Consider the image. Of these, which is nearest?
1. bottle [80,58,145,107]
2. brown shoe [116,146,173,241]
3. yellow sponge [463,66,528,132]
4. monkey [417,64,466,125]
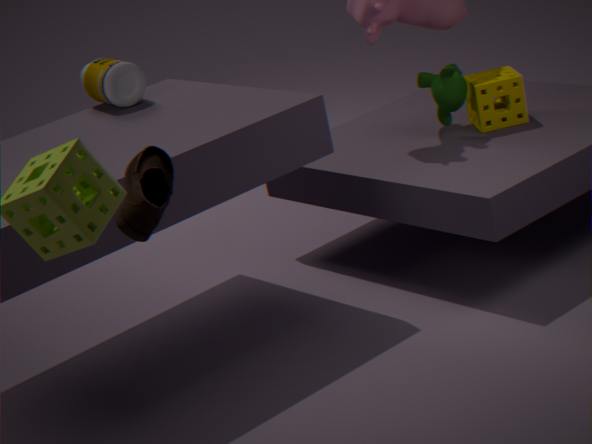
brown shoe [116,146,173,241]
